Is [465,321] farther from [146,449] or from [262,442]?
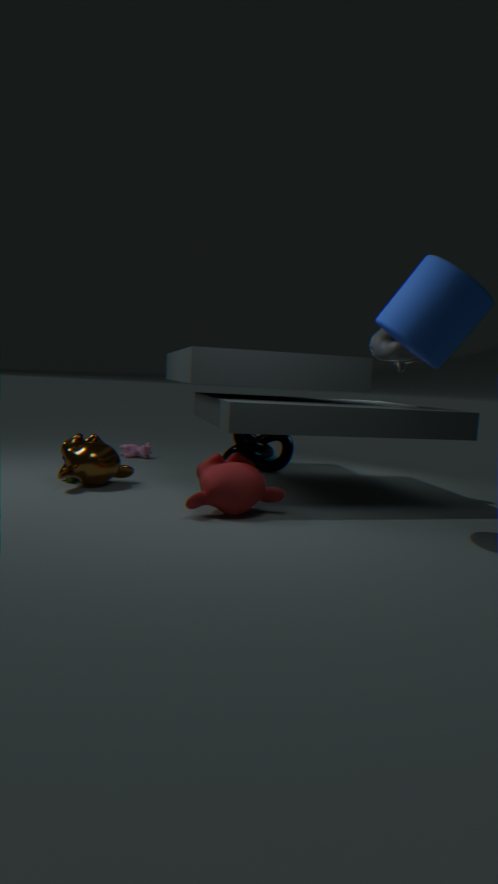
[146,449]
